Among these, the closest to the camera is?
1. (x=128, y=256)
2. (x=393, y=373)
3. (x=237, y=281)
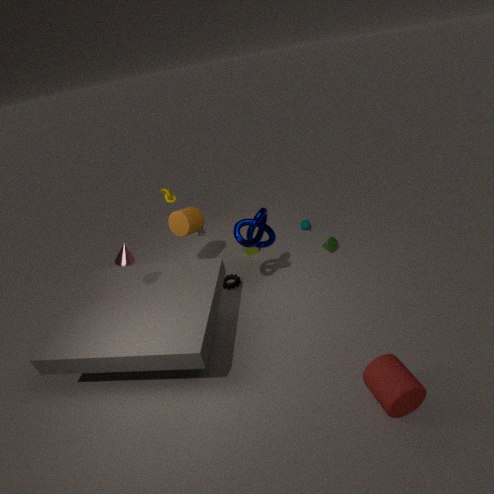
(x=393, y=373)
